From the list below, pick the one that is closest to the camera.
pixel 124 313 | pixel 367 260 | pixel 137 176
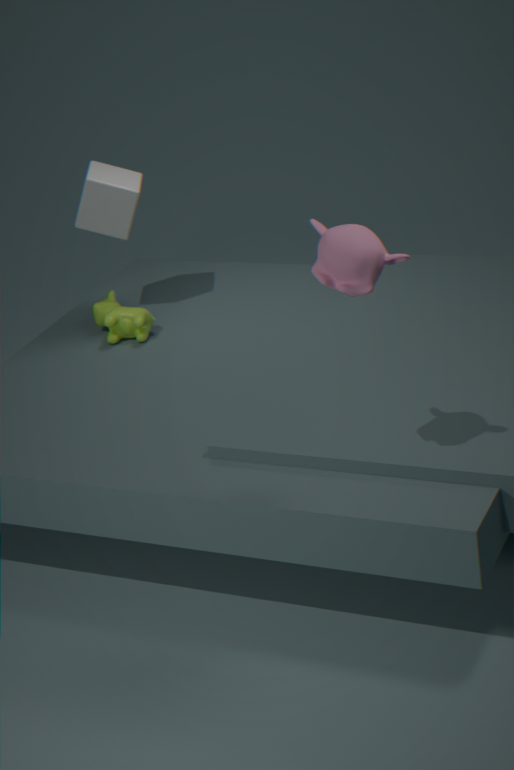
pixel 367 260
